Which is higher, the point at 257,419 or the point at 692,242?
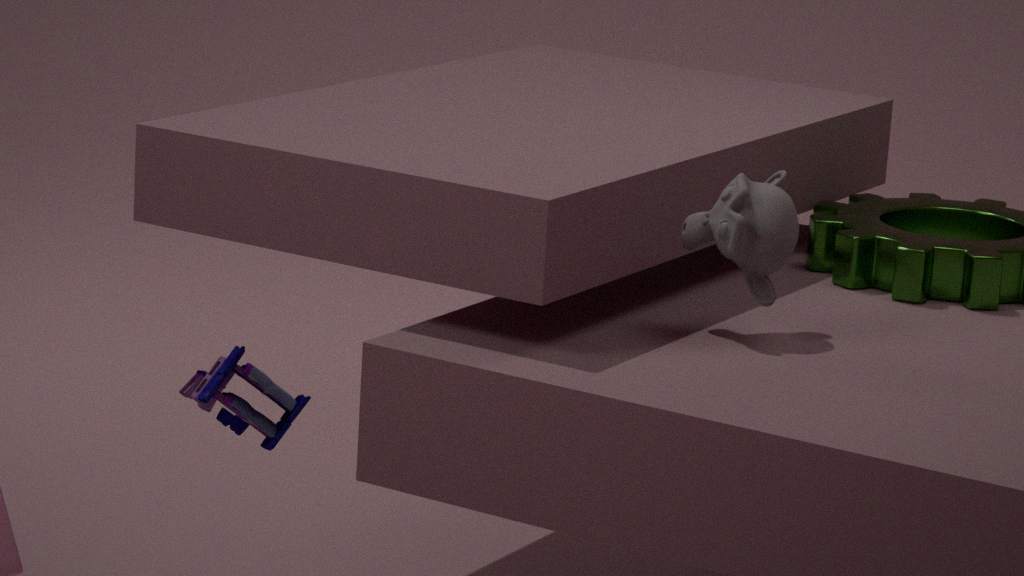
the point at 692,242
